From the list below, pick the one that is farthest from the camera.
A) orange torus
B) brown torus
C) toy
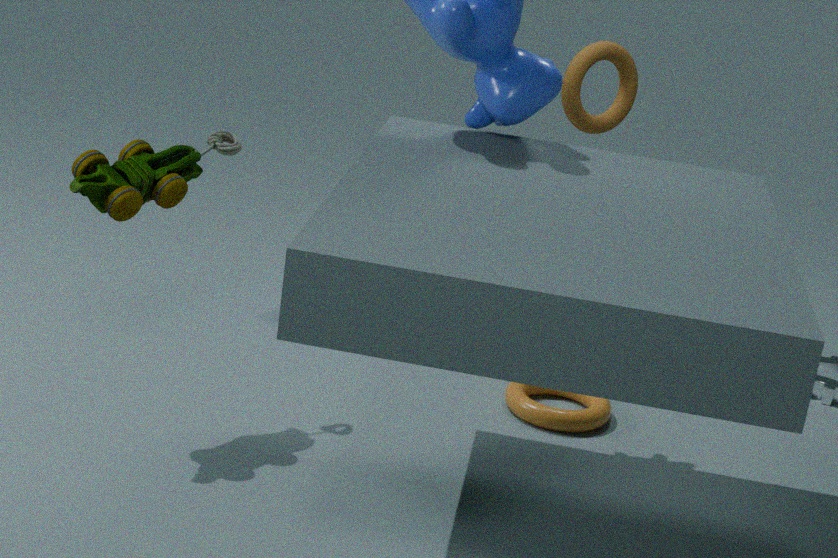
brown torus
